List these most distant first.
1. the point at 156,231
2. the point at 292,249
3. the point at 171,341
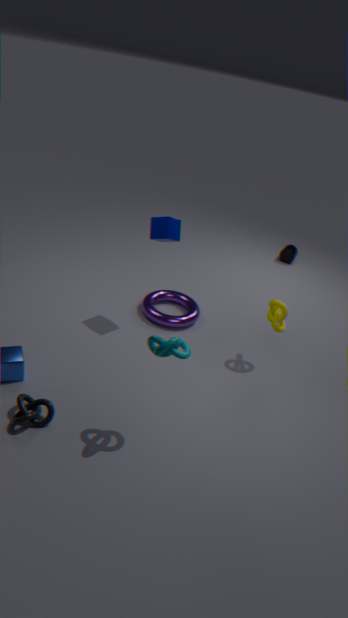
the point at 292,249 → the point at 156,231 → the point at 171,341
